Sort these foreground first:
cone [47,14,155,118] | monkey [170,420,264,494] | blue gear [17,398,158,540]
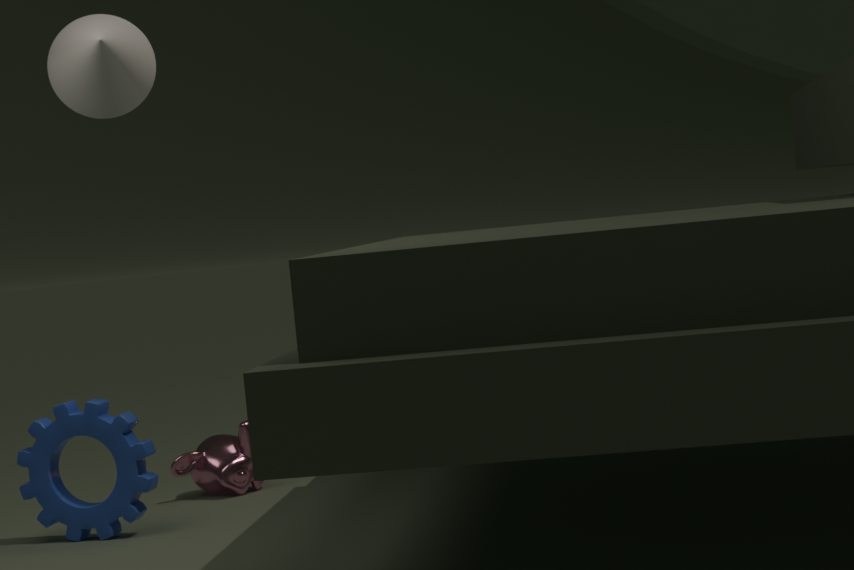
1. blue gear [17,398,158,540]
2. cone [47,14,155,118]
3. monkey [170,420,264,494]
